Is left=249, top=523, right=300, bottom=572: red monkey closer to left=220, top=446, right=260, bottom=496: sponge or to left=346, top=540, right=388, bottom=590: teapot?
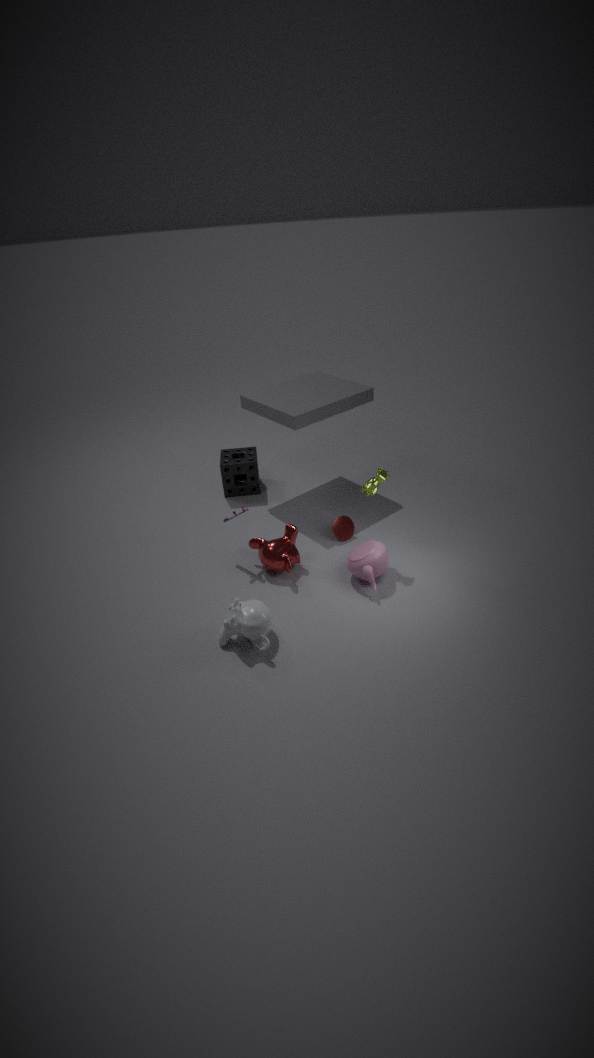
left=346, top=540, right=388, bottom=590: teapot
